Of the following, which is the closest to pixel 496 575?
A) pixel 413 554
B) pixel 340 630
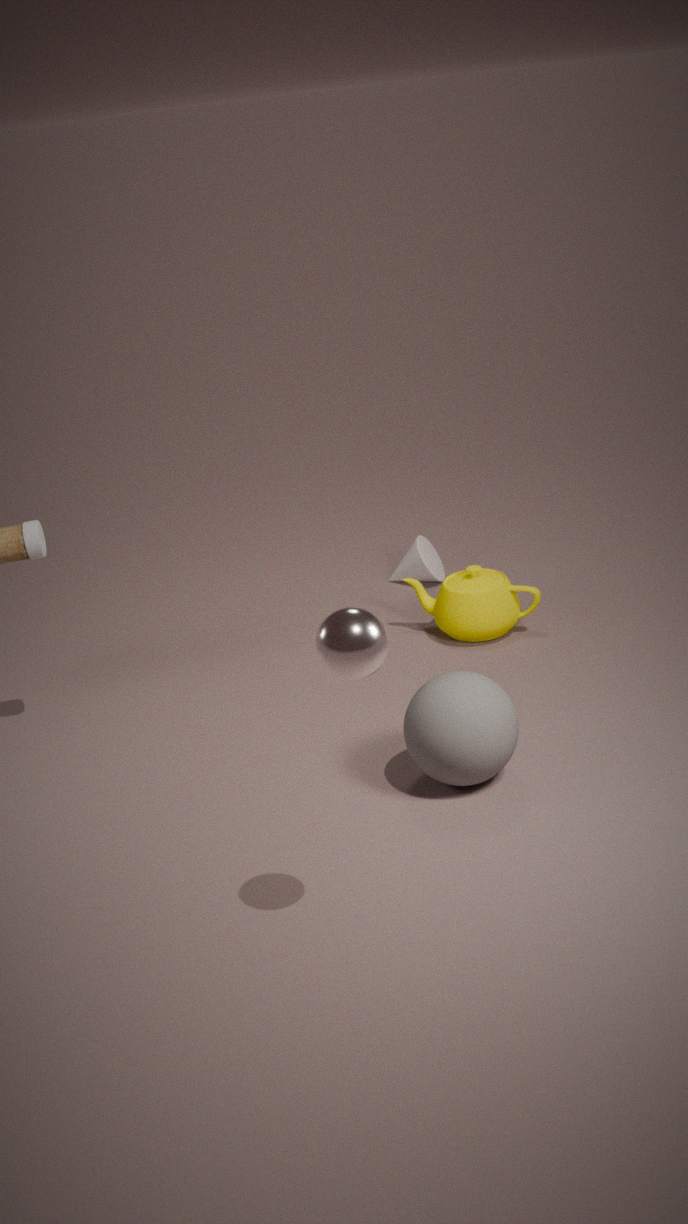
pixel 413 554
